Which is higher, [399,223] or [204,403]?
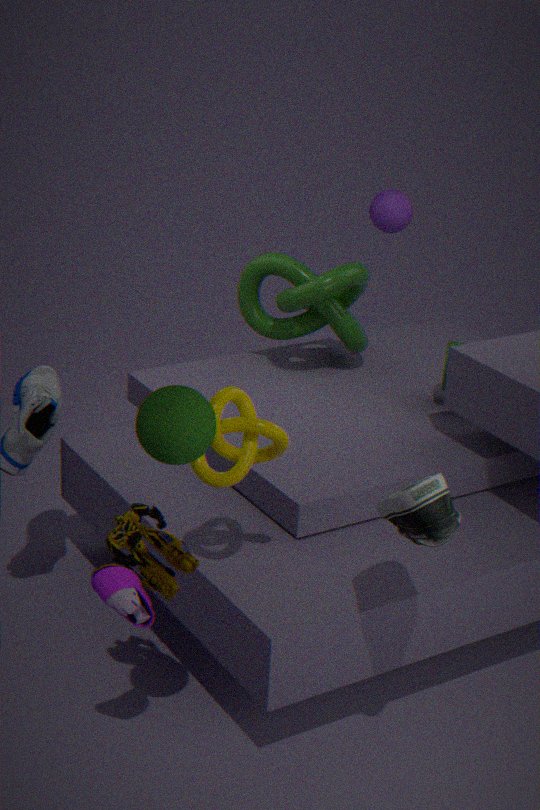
[204,403]
